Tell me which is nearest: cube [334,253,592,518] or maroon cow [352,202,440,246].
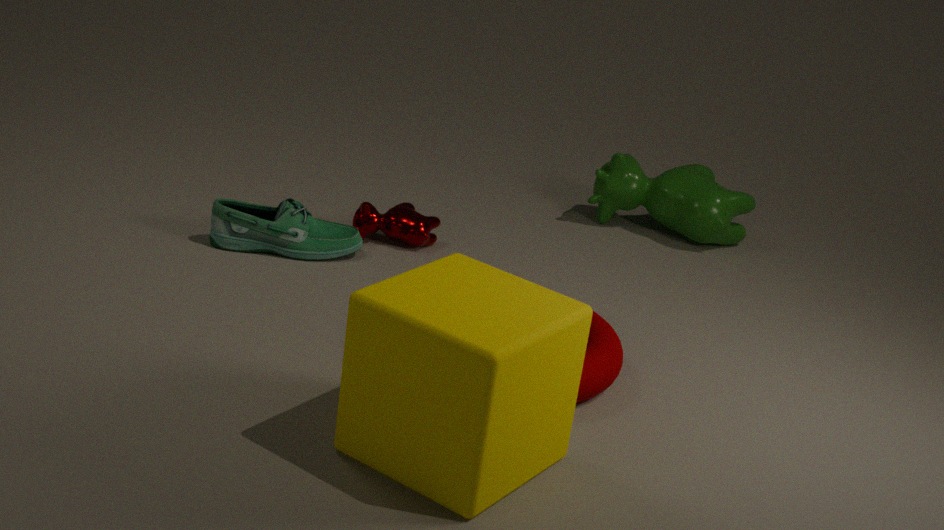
cube [334,253,592,518]
